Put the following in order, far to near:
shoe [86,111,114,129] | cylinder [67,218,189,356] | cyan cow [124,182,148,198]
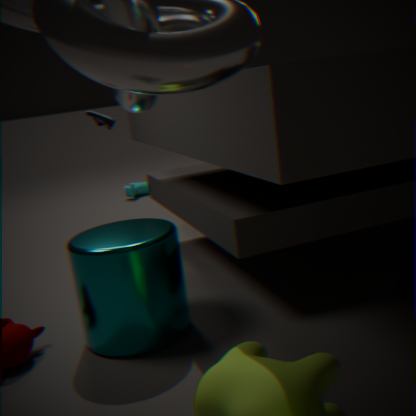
cyan cow [124,182,148,198], shoe [86,111,114,129], cylinder [67,218,189,356]
